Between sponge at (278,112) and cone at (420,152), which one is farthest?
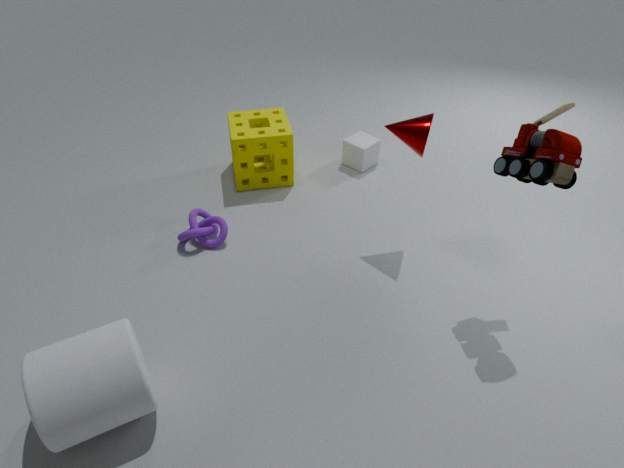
sponge at (278,112)
